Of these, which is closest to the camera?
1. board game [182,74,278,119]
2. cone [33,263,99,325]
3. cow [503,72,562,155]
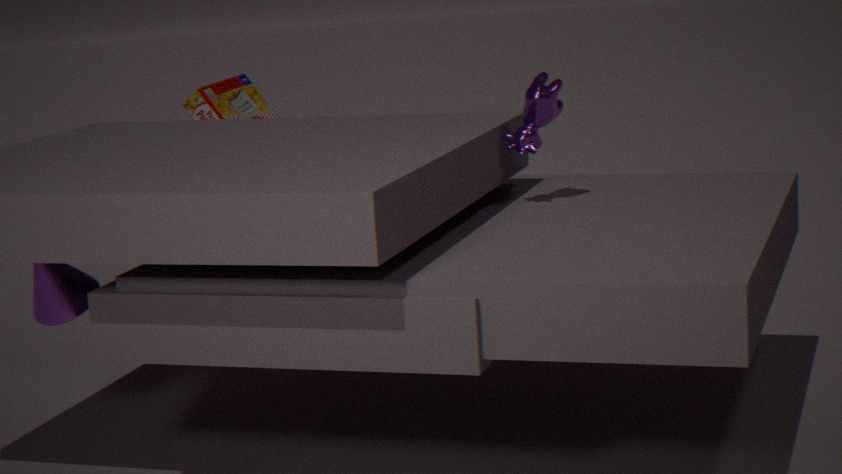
cone [33,263,99,325]
